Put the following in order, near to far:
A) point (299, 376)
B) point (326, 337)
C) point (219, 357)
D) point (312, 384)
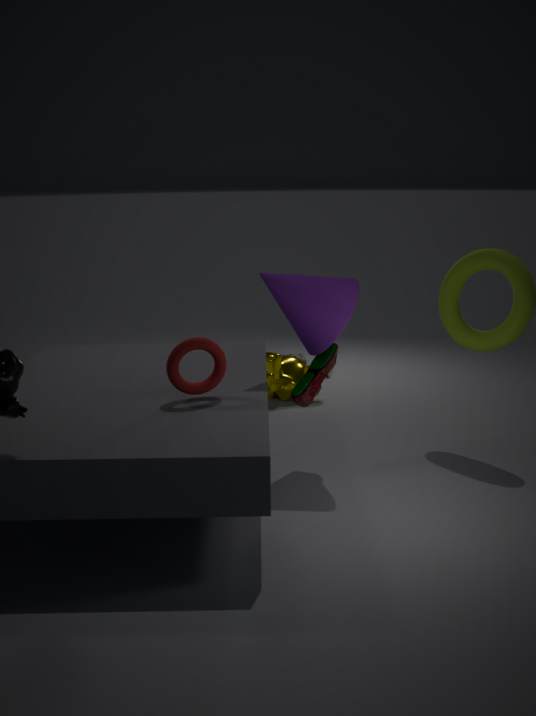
point (219, 357) → point (326, 337) → point (312, 384) → point (299, 376)
